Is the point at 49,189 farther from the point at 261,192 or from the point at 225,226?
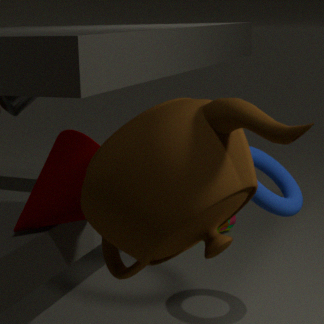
the point at 225,226
